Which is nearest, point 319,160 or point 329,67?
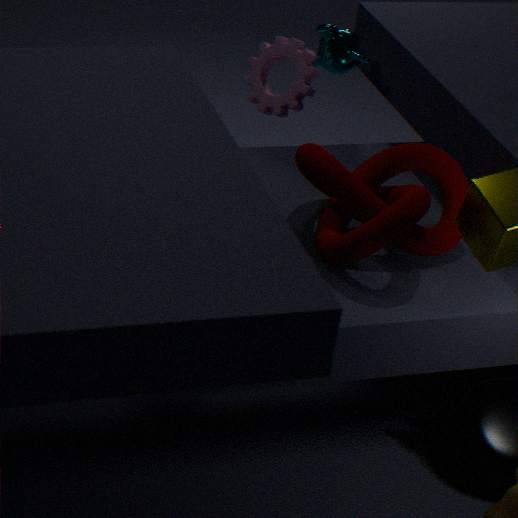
point 319,160
